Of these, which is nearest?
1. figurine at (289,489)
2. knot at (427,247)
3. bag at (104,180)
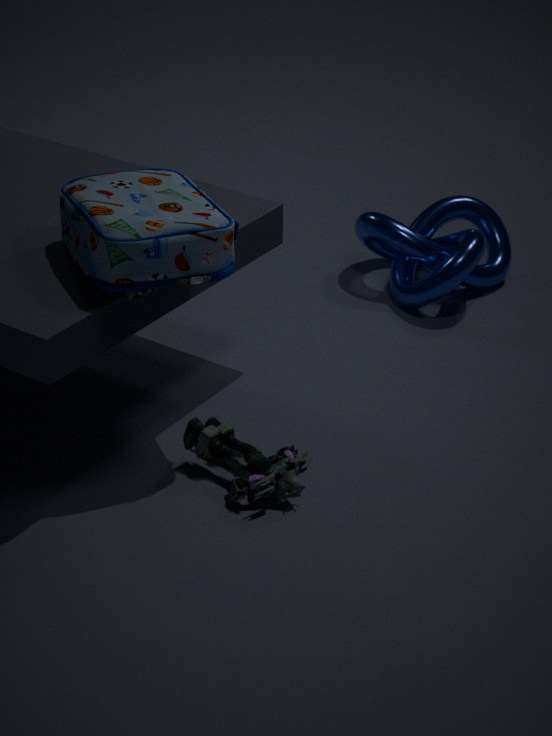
bag at (104,180)
